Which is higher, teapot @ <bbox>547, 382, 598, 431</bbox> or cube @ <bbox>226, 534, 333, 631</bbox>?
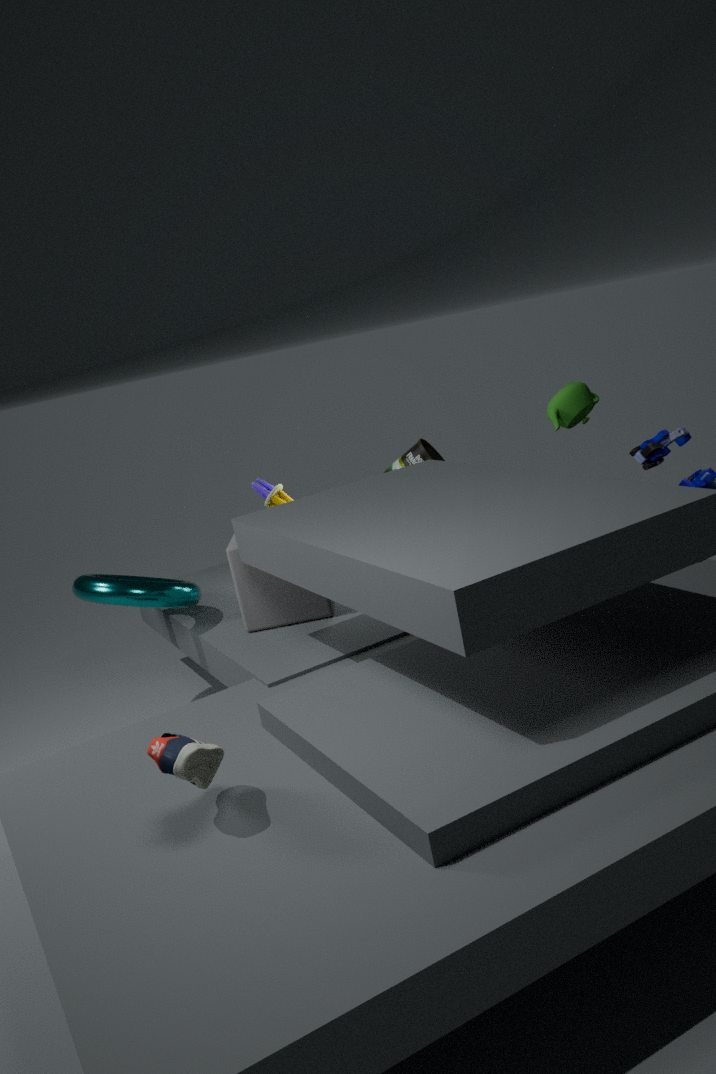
teapot @ <bbox>547, 382, 598, 431</bbox>
